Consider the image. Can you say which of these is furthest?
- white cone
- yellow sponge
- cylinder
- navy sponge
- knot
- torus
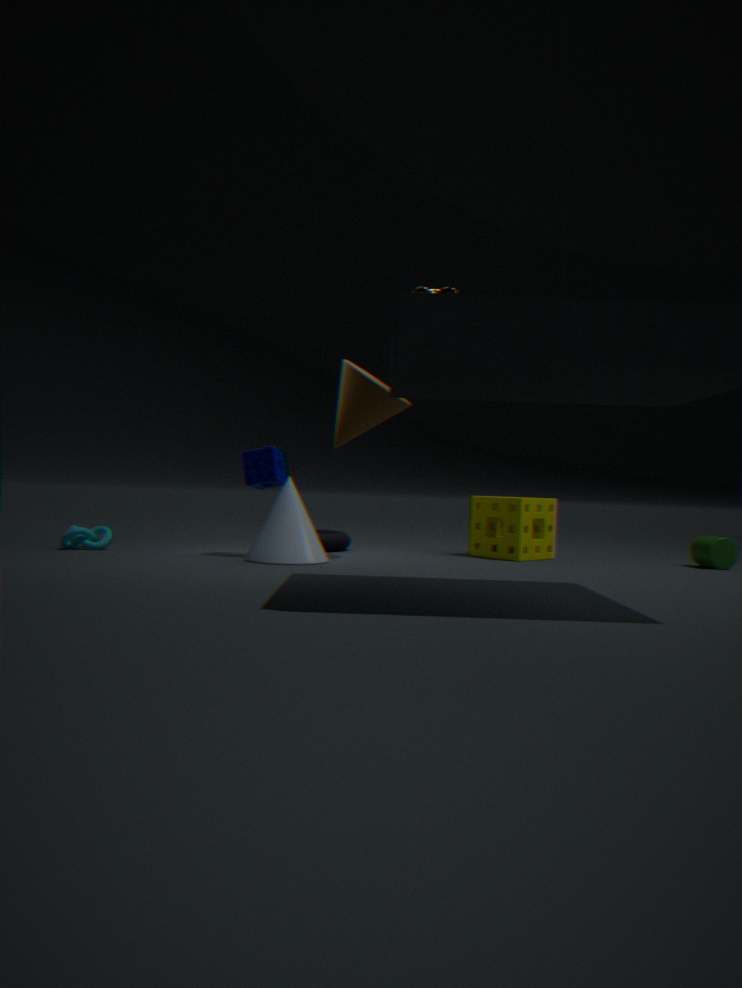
torus
